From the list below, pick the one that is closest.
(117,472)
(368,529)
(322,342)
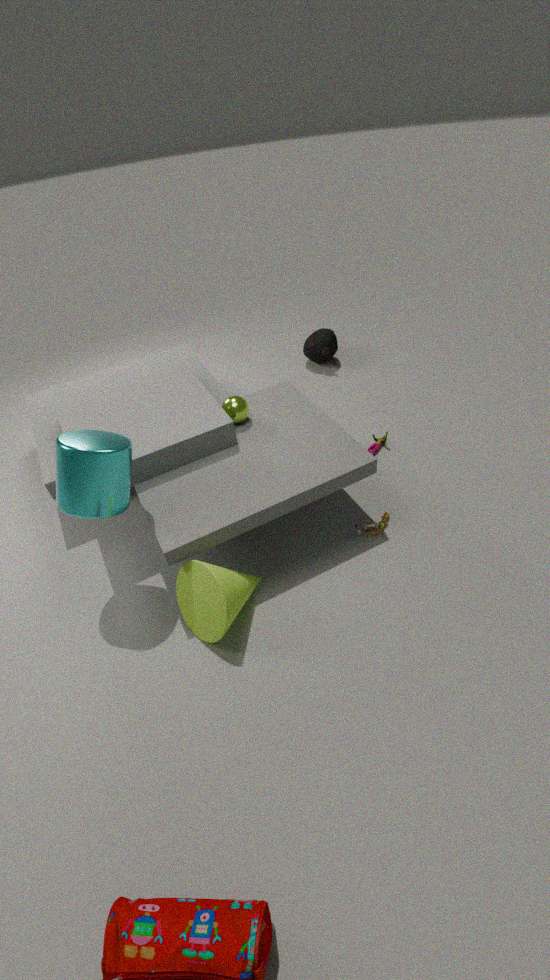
(117,472)
